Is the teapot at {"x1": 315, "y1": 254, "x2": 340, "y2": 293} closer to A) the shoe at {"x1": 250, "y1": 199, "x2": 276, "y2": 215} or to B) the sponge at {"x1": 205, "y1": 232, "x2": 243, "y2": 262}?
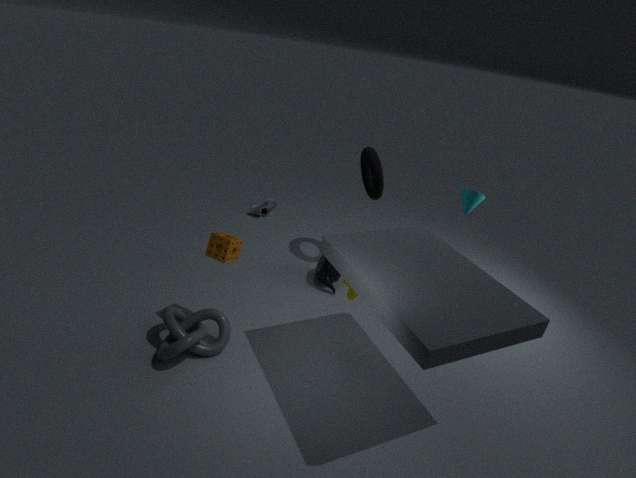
B) the sponge at {"x1": 205, "y1": 232, "x2": 243, "y2": 262}
